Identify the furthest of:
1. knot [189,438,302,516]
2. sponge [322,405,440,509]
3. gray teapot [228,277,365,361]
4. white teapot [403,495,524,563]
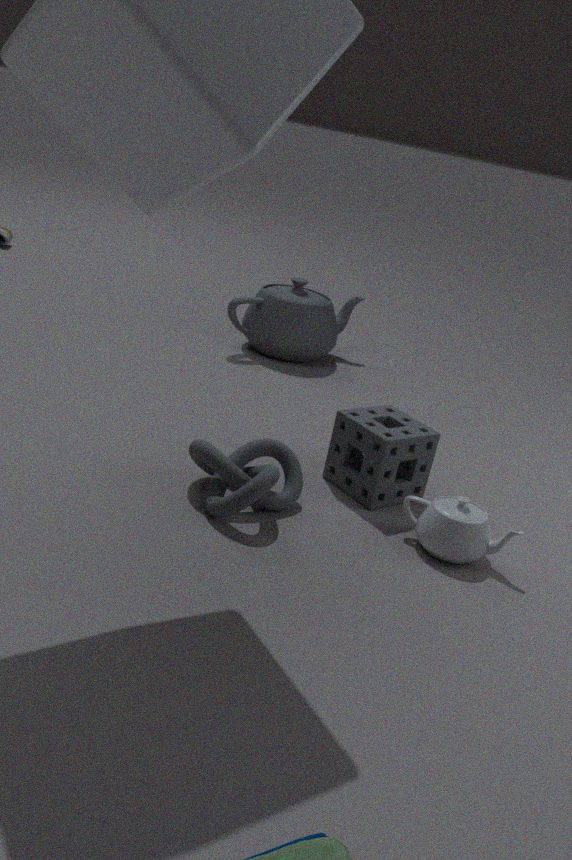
gray teapot [228,277,365,361]
